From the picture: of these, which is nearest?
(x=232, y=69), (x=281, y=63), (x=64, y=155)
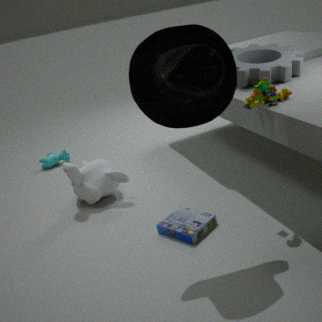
(x=232, y=69)
